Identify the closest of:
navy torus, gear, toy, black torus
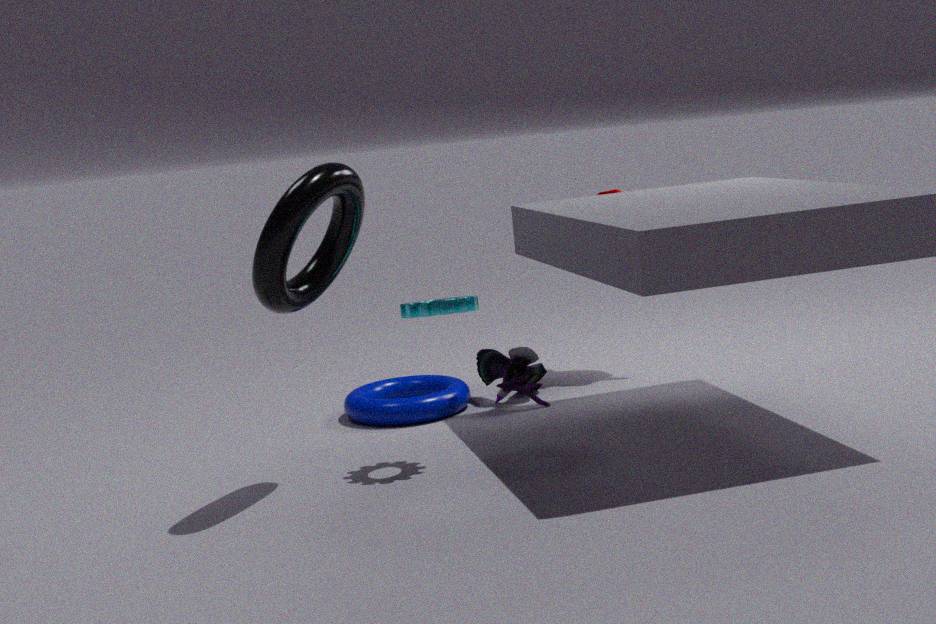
black torus
